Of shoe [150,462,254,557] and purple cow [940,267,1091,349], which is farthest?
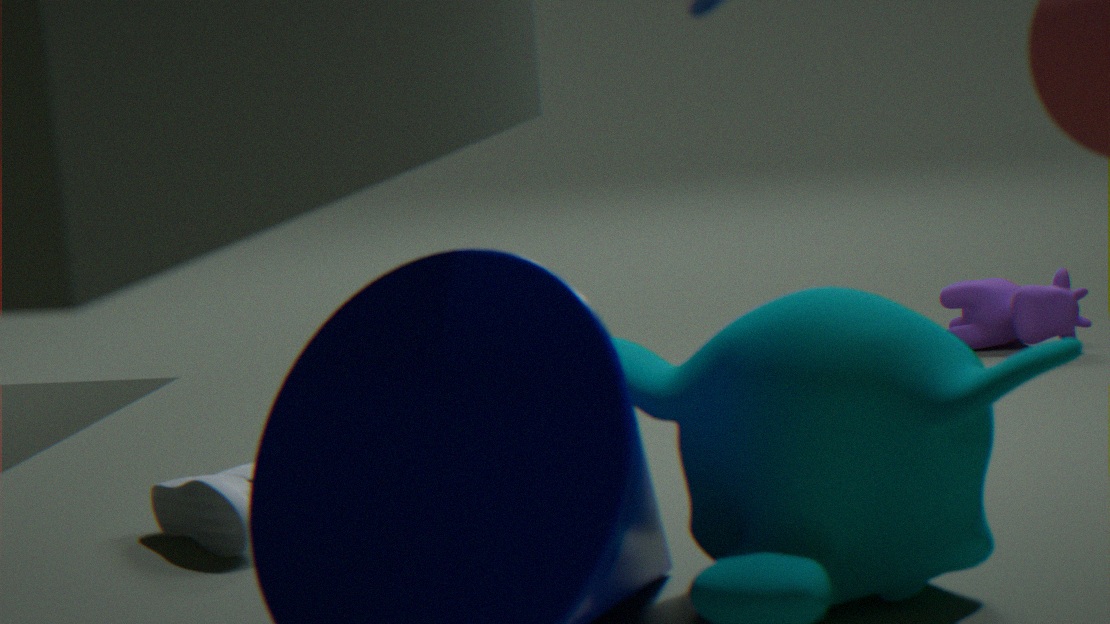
purple cow [940,267,1091,349]
